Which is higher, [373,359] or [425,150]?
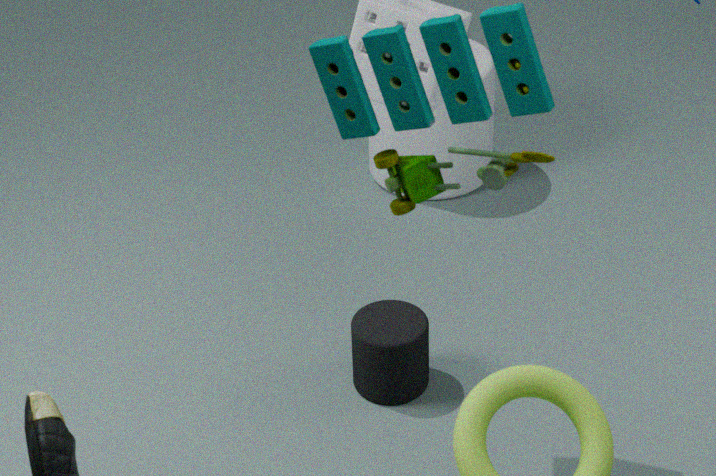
[425,150]
